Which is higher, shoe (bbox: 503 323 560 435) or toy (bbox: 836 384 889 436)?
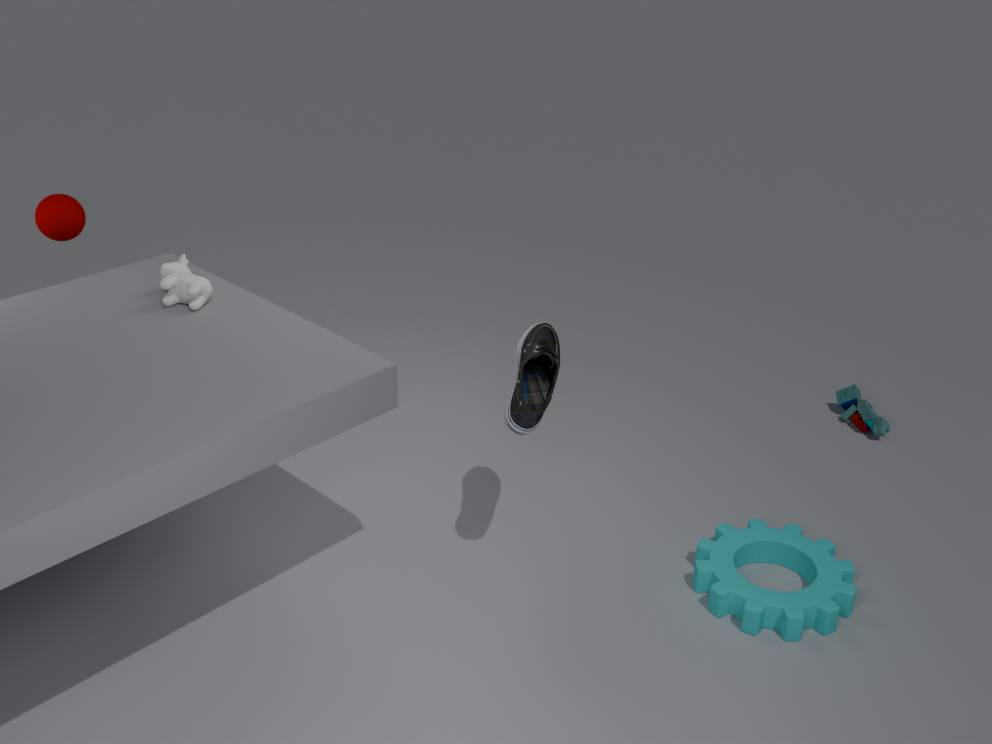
shoe (bbox: 503 323 560 435)
